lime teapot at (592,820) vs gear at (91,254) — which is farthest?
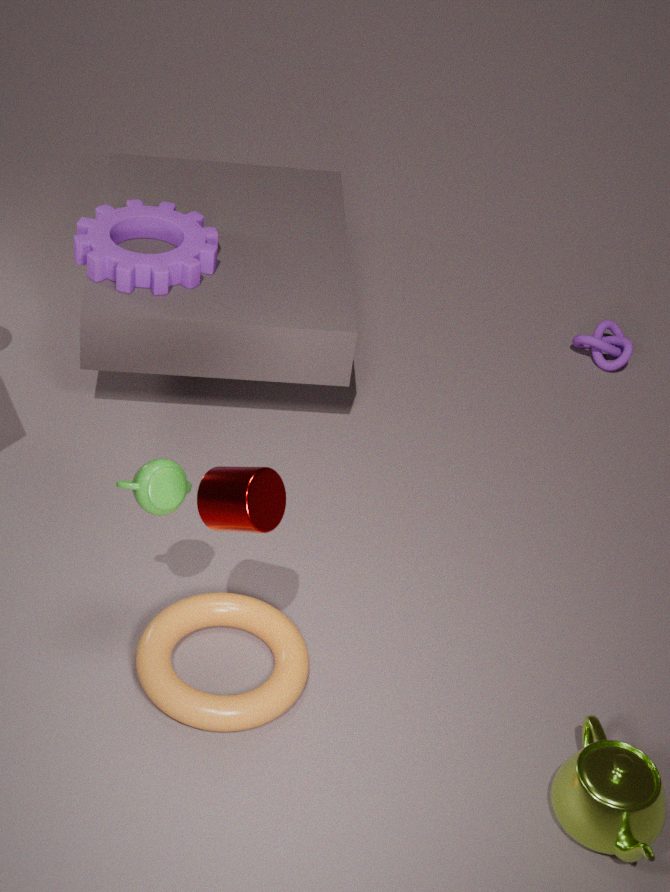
gear at (91,254)
